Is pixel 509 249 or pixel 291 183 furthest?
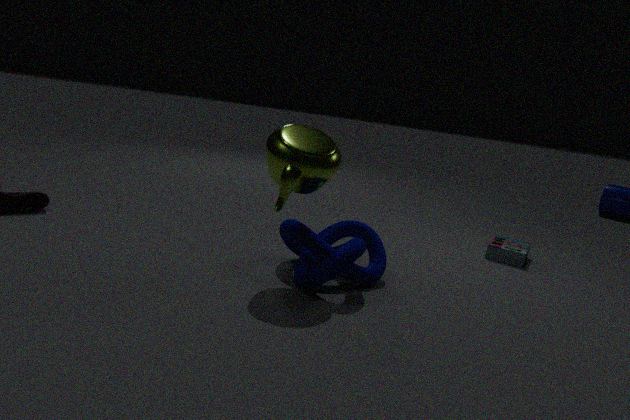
pixel 509 249
